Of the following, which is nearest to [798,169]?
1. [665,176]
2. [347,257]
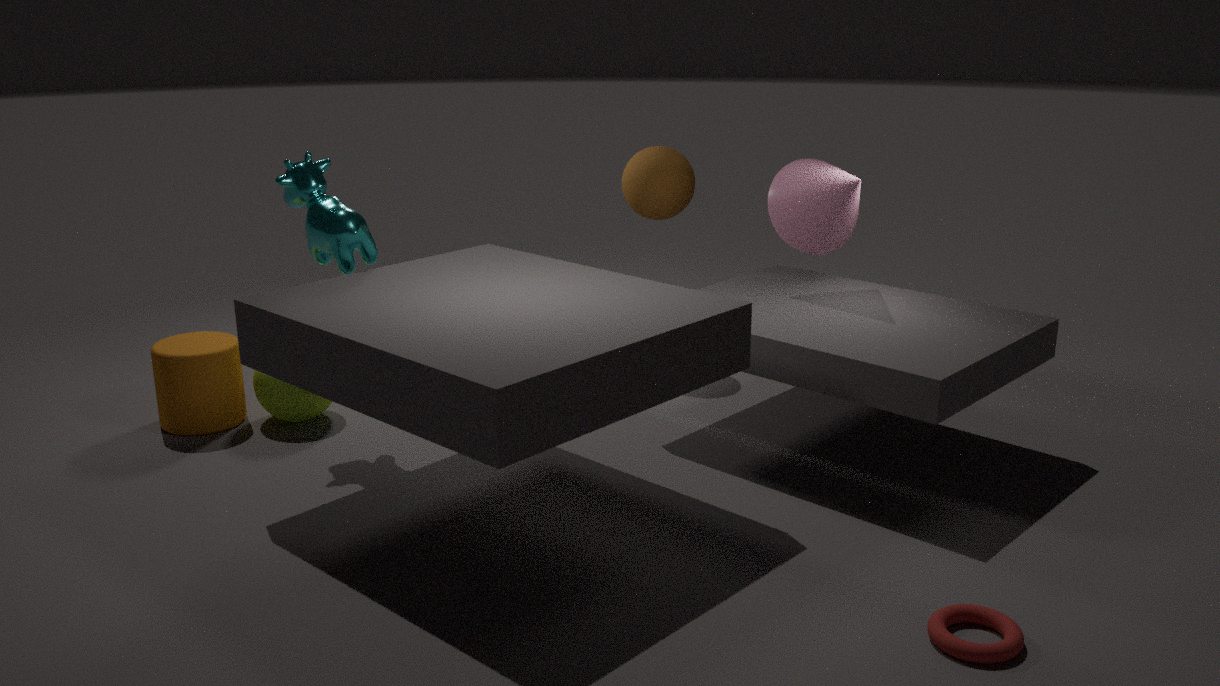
[665,176]
